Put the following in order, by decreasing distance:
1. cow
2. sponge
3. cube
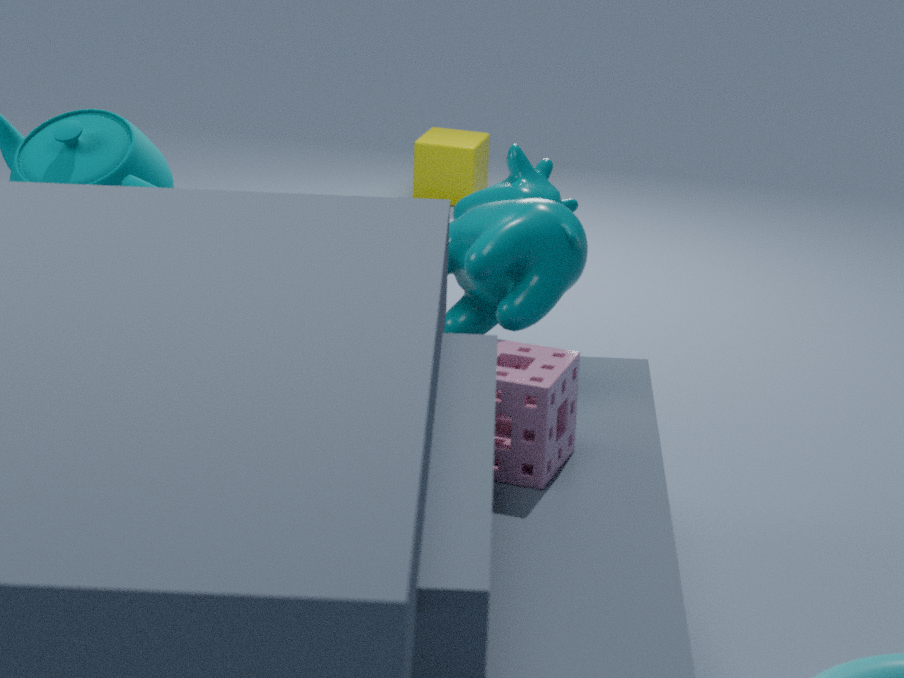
cube → cow → sponge
